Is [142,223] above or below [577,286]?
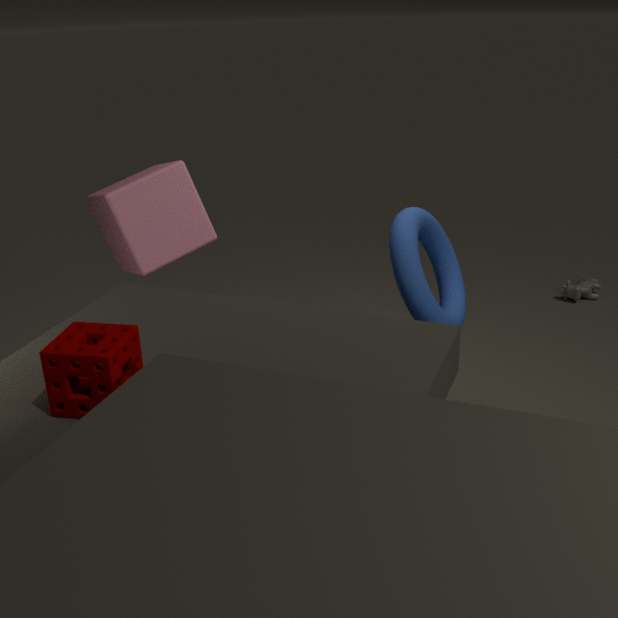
above
